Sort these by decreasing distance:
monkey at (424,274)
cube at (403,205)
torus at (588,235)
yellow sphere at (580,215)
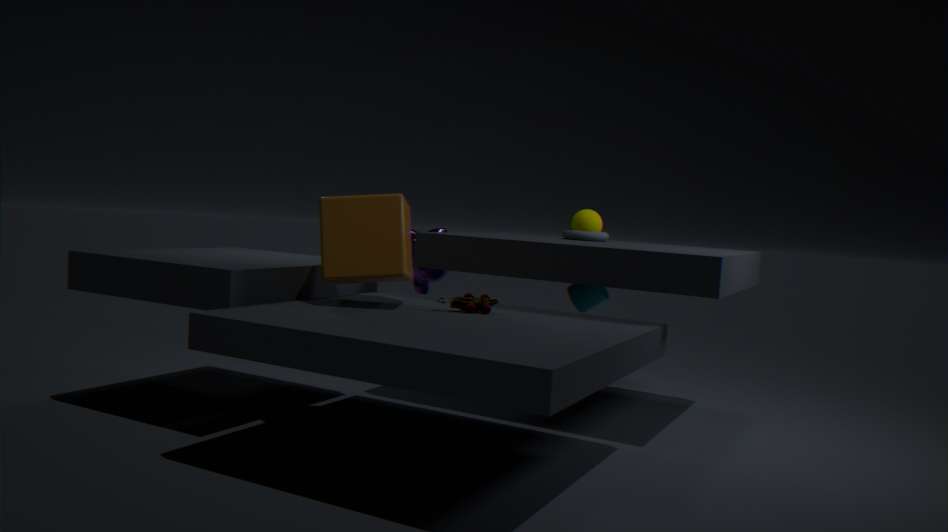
monkey at (424,274)
yellow sphere at (580,215)
torus at (588,235)
cube at (403,205)
